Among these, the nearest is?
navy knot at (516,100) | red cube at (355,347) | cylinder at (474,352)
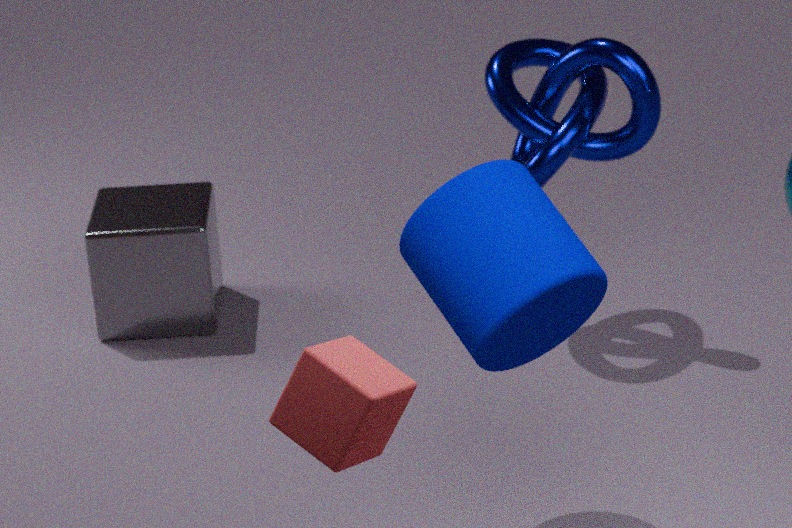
red cube at (355,347)
